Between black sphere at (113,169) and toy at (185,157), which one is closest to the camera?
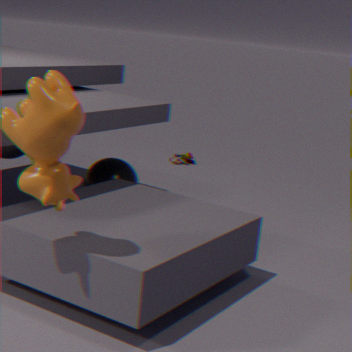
black sphere at (113,169)
